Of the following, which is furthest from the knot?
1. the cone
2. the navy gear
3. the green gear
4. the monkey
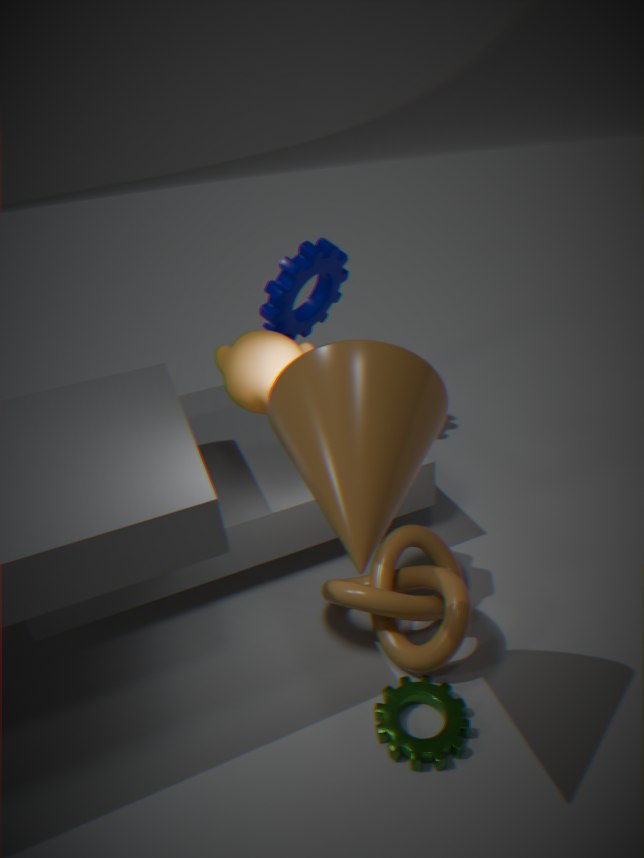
the navy gear
